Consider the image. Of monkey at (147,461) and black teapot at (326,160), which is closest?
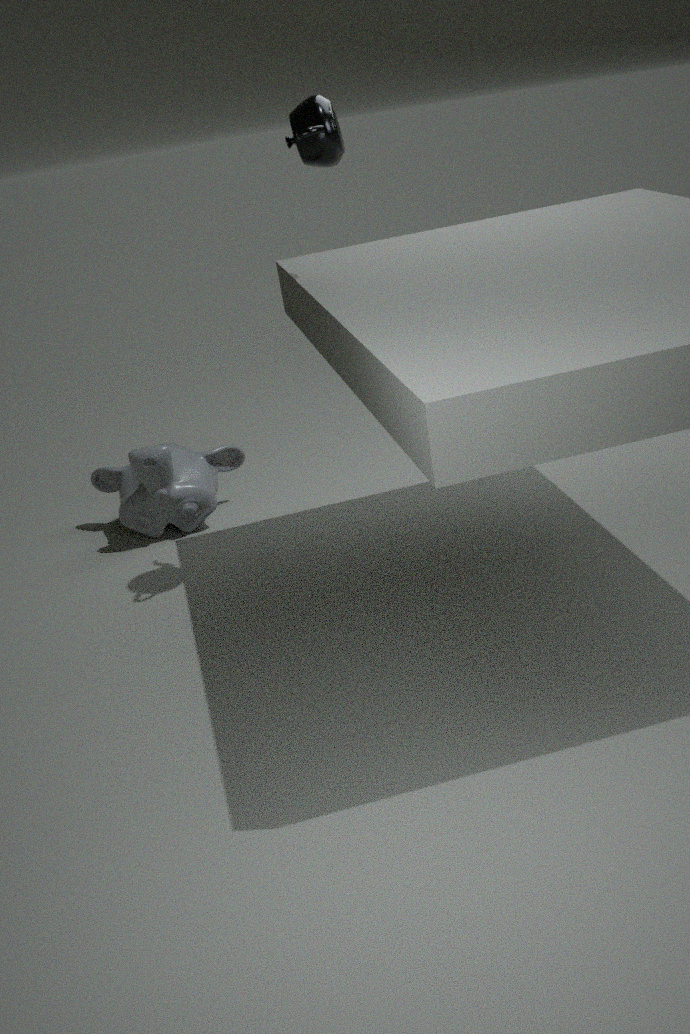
black teapot at (326,160)
